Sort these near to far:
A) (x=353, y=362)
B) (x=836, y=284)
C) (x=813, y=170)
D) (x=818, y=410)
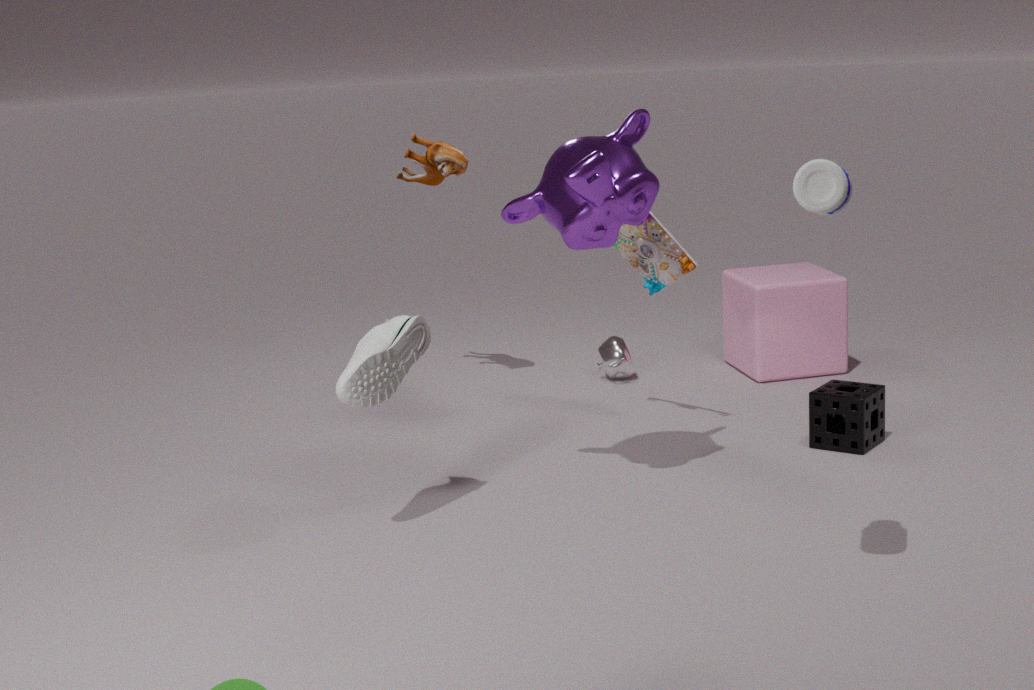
(x=813, y=170) → (x=353, y=362) → (x=818, y=410) → (x=836, y=284)
